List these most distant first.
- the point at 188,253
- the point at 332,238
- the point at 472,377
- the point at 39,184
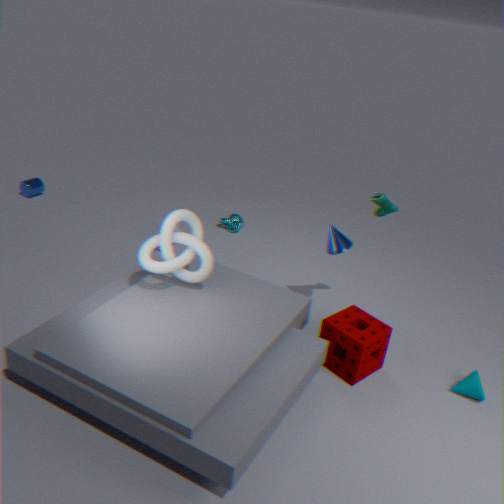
the point at 39,184 → the point at 332,238 → the point at 188,253 → the point at 472,377
